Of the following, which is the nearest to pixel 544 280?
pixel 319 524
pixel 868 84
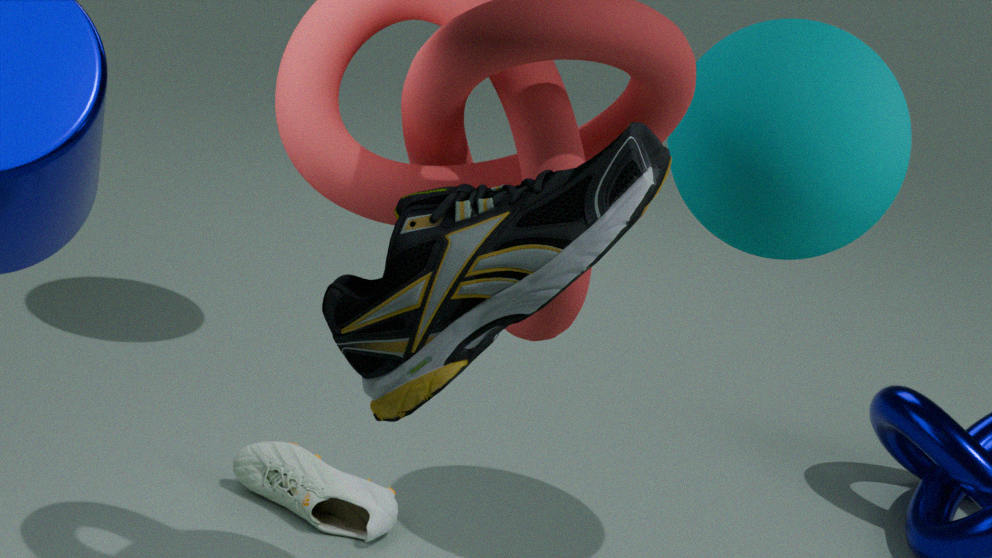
pixel 868 84
